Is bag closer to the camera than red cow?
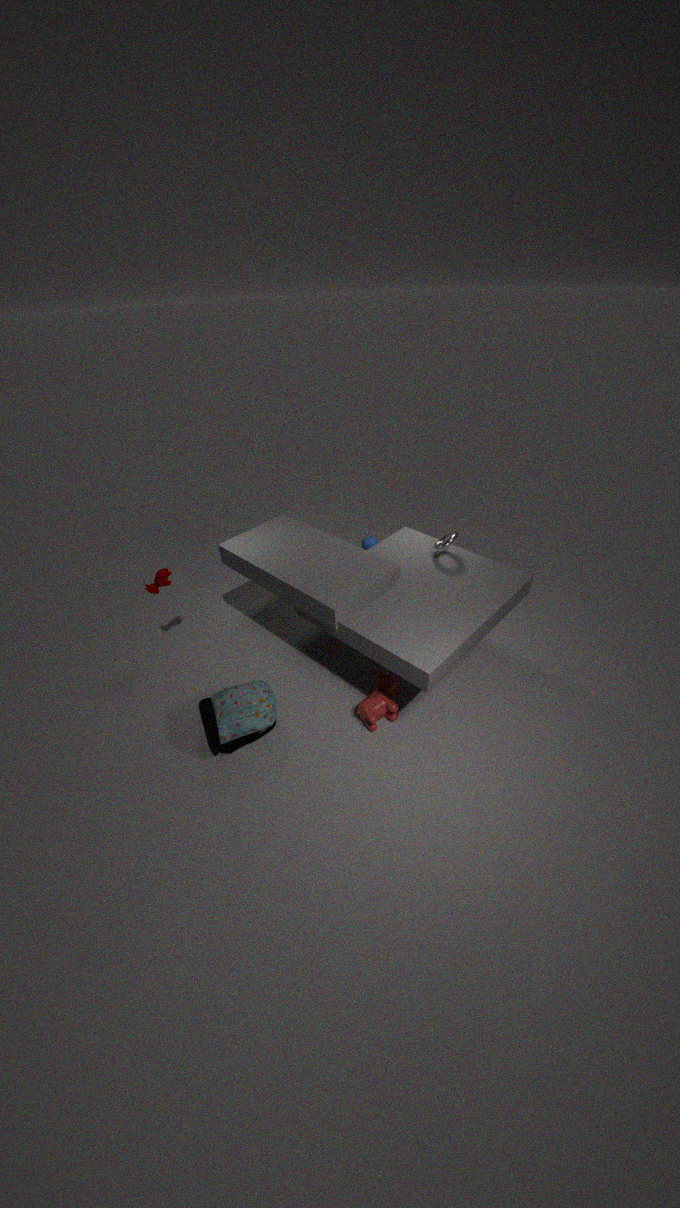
Yes
